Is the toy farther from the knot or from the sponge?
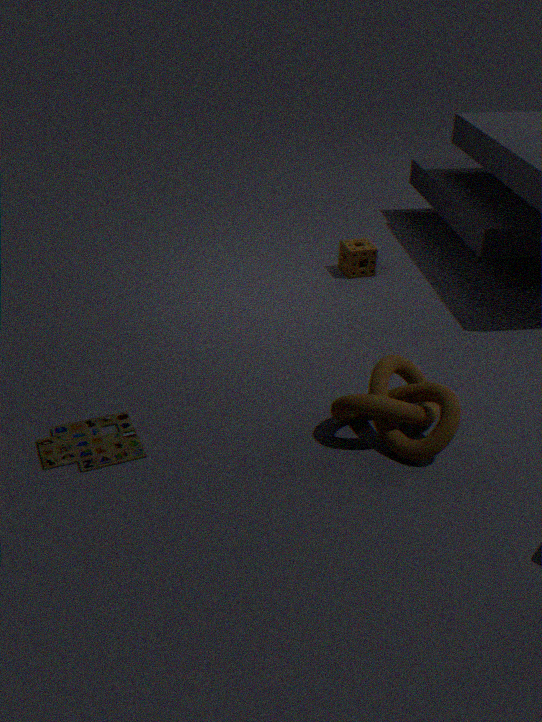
the sponge
